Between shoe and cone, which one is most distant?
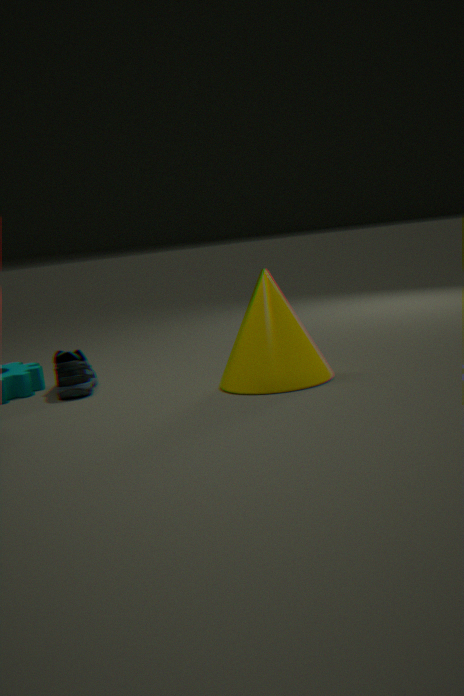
shoe
